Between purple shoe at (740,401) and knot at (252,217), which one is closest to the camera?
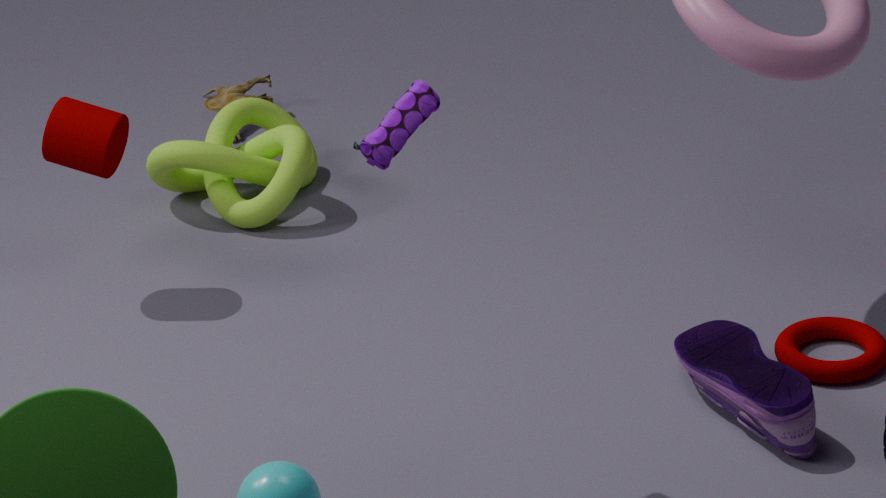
purple shoe at (740,401)
